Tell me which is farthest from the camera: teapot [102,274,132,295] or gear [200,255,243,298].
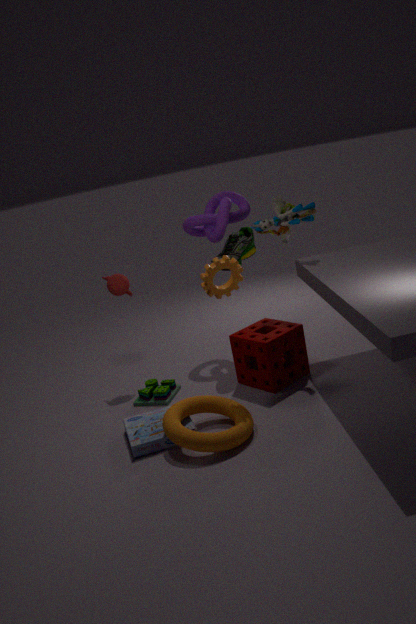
teapot [102,274,132,295]
